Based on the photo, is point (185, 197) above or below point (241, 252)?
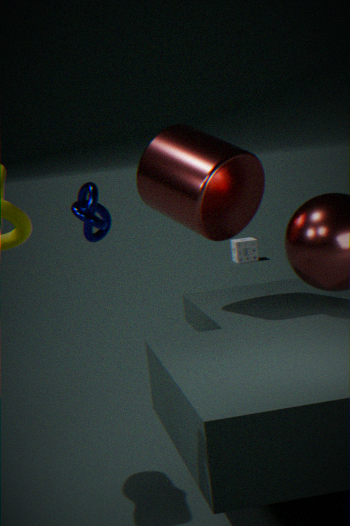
above
